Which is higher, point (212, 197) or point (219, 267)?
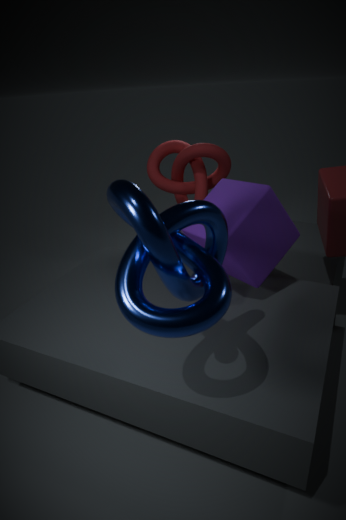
point (219, 267)
